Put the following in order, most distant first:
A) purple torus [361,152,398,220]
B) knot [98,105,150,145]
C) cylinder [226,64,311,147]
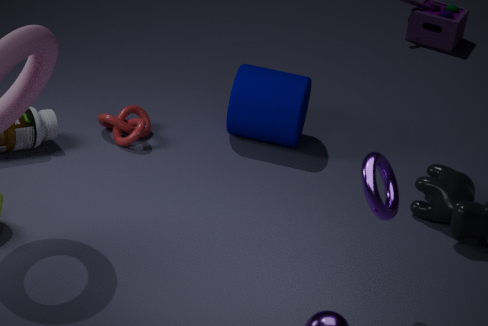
1. cylinder [226,64,311,147]
2. knot [98,105,150,145]
3. purple torus [361,152,398,220]
